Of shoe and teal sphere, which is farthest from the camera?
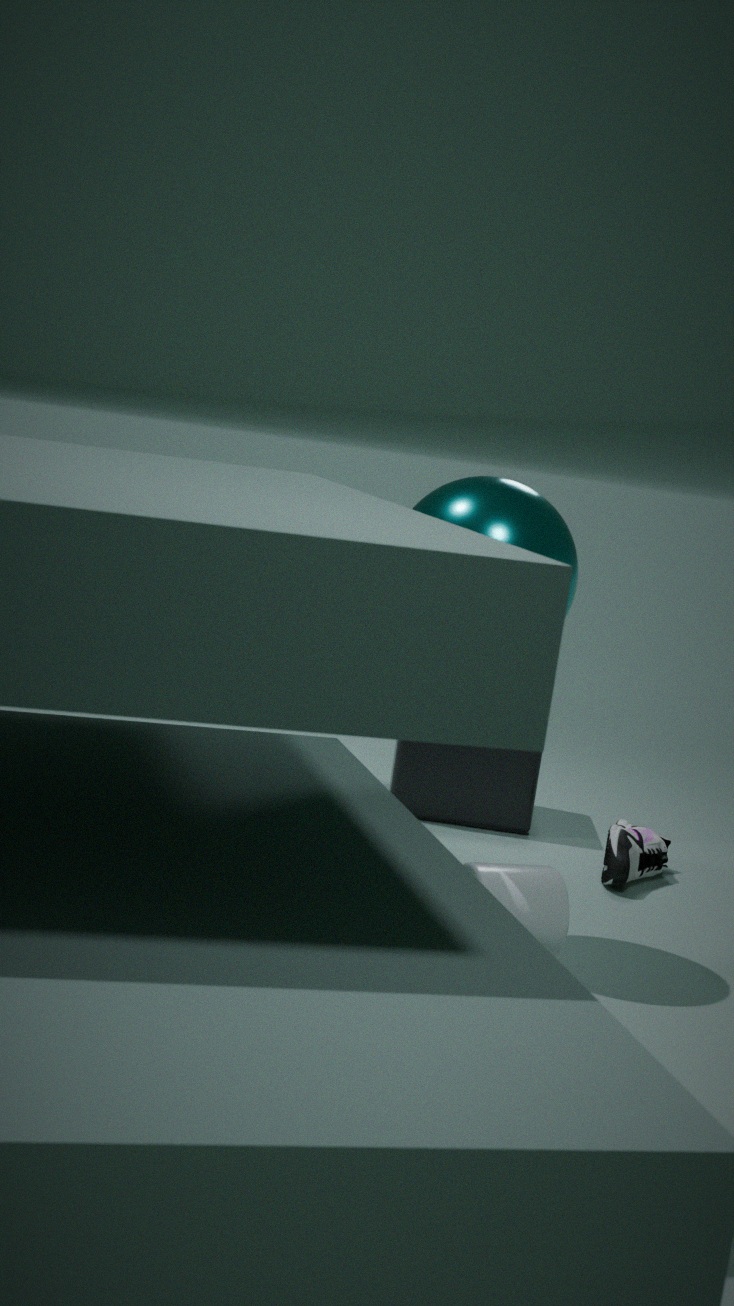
shoe
